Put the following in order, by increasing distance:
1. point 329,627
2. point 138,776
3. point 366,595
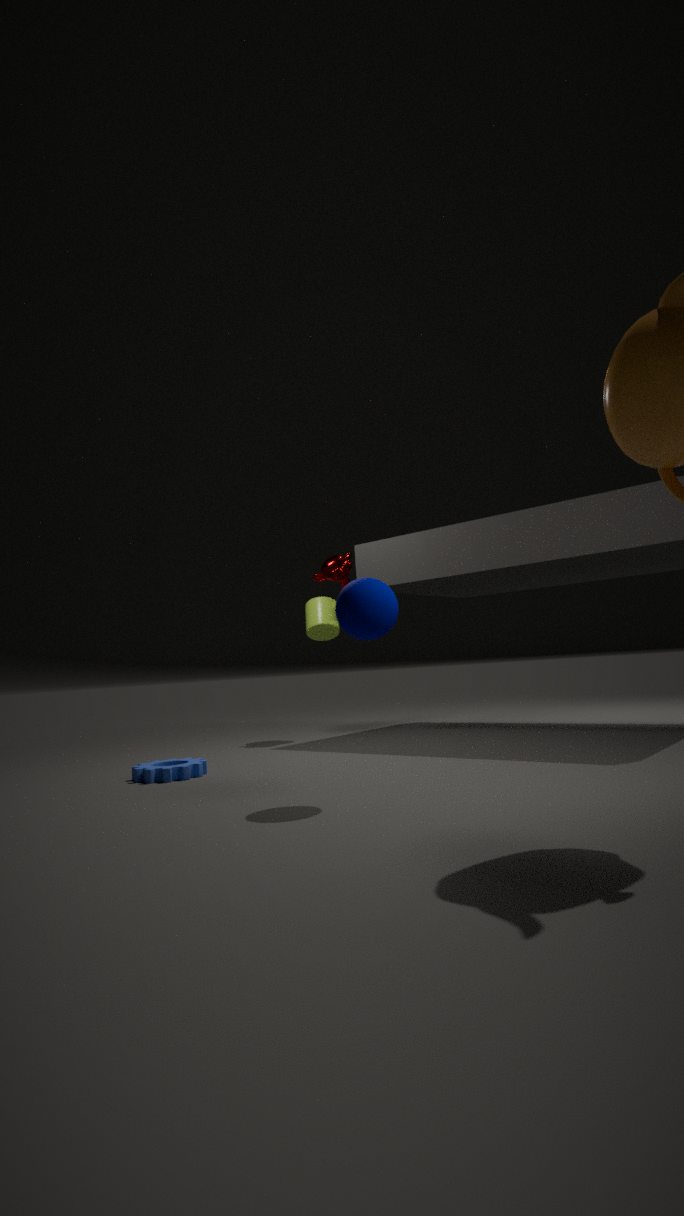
point 366,595, point 138,776, point 329,627
